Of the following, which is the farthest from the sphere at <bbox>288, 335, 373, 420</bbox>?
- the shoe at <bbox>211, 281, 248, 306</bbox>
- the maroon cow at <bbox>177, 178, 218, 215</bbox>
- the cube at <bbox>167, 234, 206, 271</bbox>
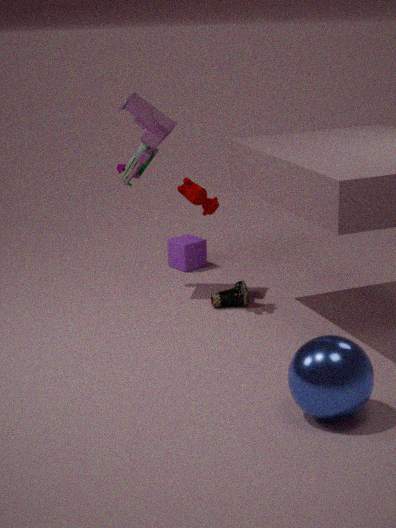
the cube at <bbox>167, 234, 206, 271</bbox>
